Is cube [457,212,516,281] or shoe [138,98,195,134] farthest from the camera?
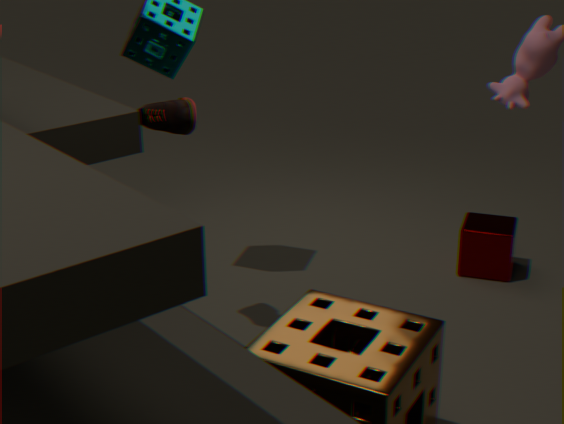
cube [457,212,516,281]
